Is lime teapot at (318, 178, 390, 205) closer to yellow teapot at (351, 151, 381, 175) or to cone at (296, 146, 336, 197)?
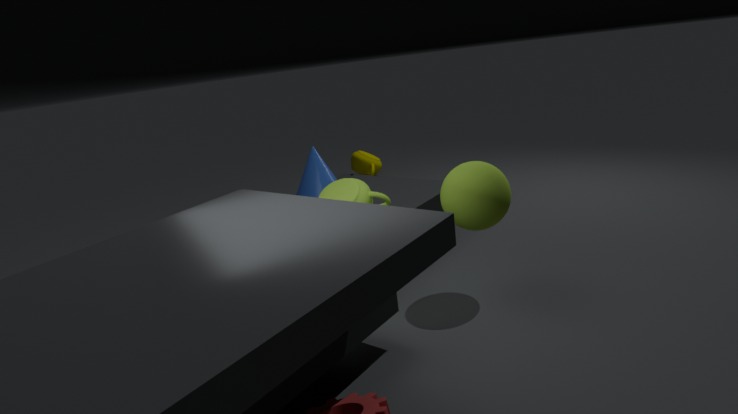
cone at (296, 146, 336, 197)
